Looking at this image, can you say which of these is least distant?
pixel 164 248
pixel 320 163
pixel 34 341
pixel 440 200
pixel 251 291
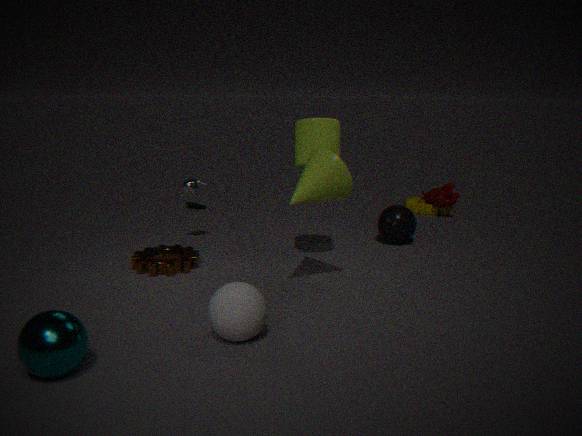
pixel 34 341
